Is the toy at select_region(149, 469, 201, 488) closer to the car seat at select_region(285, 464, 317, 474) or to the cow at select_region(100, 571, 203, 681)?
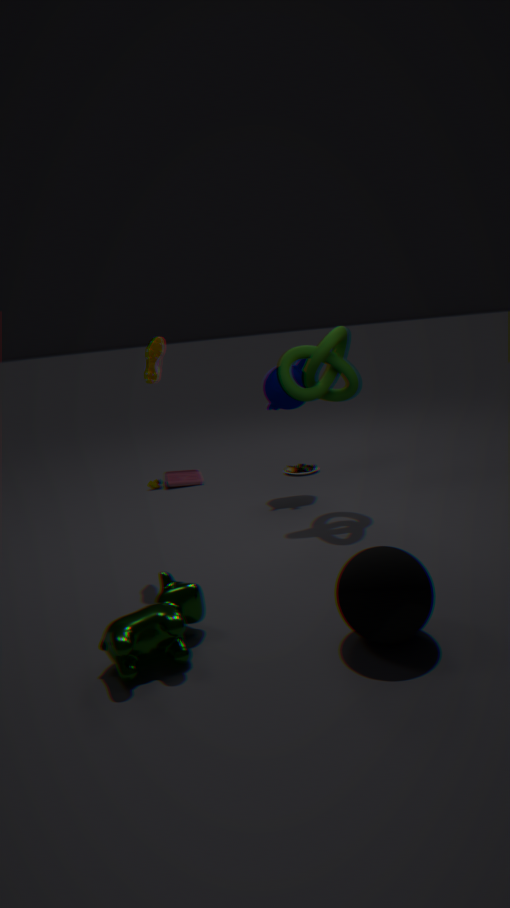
the car seat at select_region(285, 464, 317, 474)
